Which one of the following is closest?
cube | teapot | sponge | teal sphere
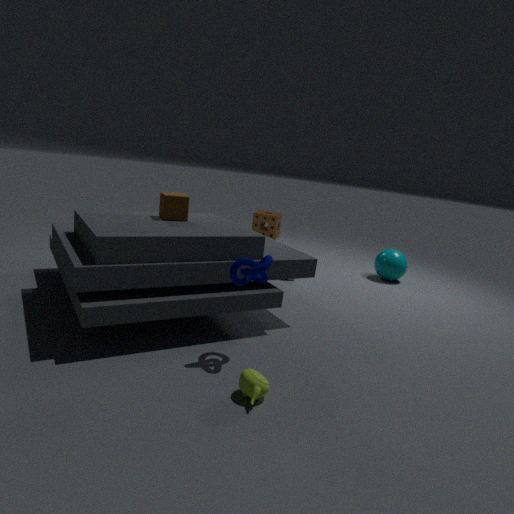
teapot
